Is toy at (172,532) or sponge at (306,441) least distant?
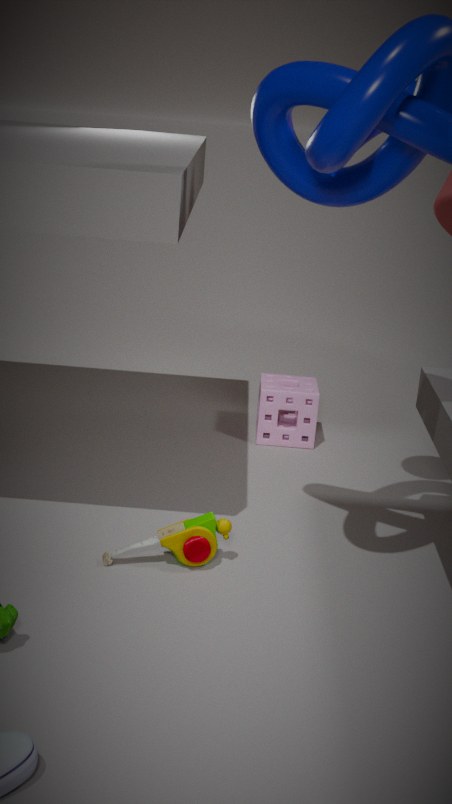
toy at (172,532)
